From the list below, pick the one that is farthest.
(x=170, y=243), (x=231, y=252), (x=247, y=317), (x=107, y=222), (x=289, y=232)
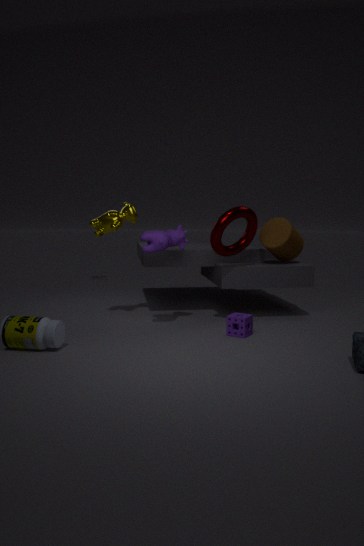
(x=289, y=232)
